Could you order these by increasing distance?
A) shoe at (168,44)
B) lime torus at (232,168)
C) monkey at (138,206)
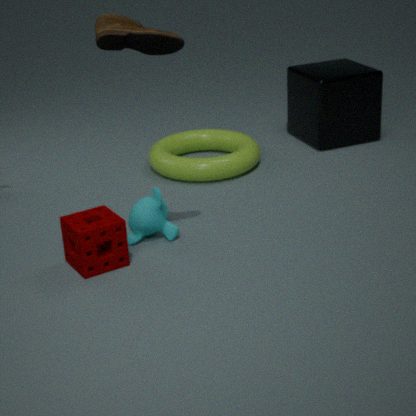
shoe at (168,44)
monkey at (138,206)
lime torus at (232,168)
